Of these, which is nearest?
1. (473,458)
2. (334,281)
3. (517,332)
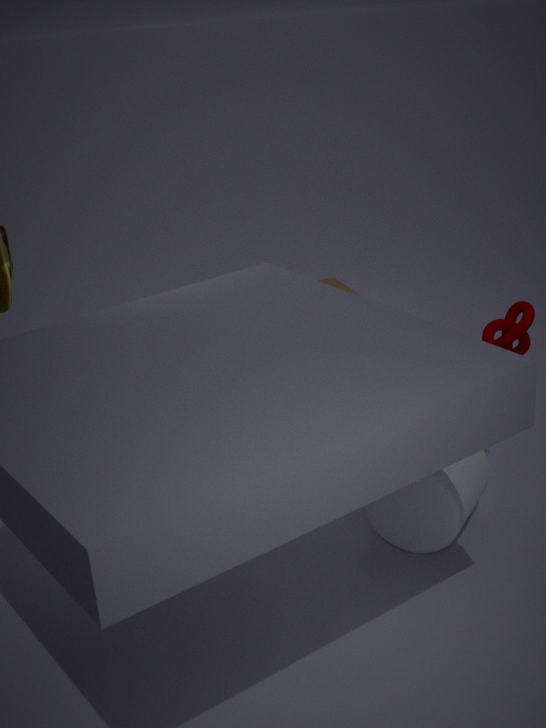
(517,332)
